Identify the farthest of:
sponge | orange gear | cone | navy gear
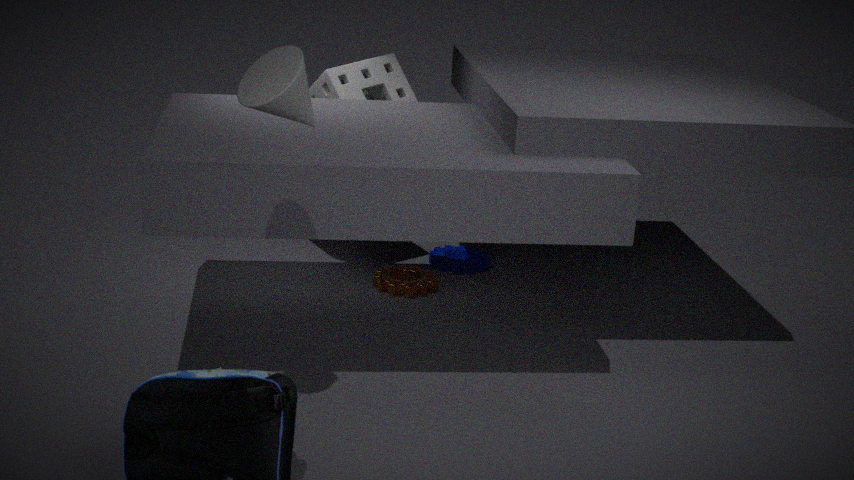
navy gear
